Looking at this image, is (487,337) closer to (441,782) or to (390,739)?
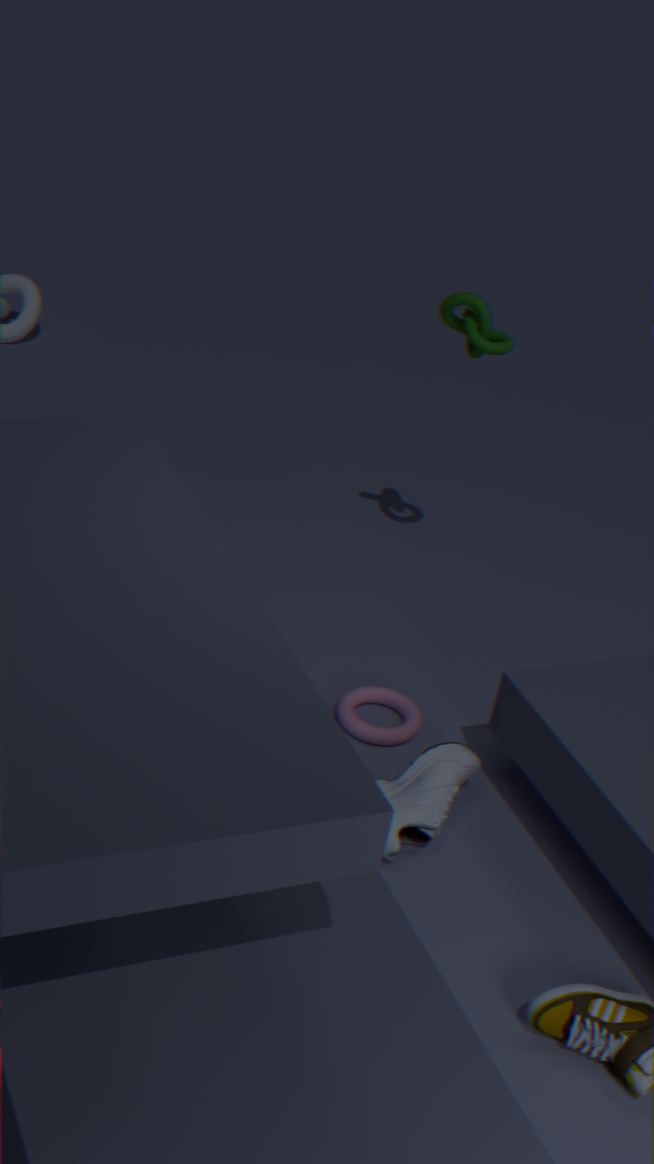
(390,739)
